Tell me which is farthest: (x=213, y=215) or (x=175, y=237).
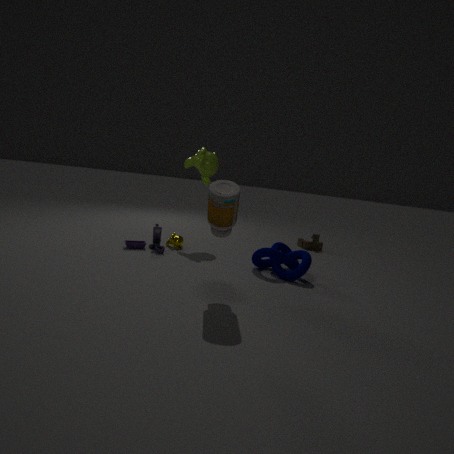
(x=175, y=237)
